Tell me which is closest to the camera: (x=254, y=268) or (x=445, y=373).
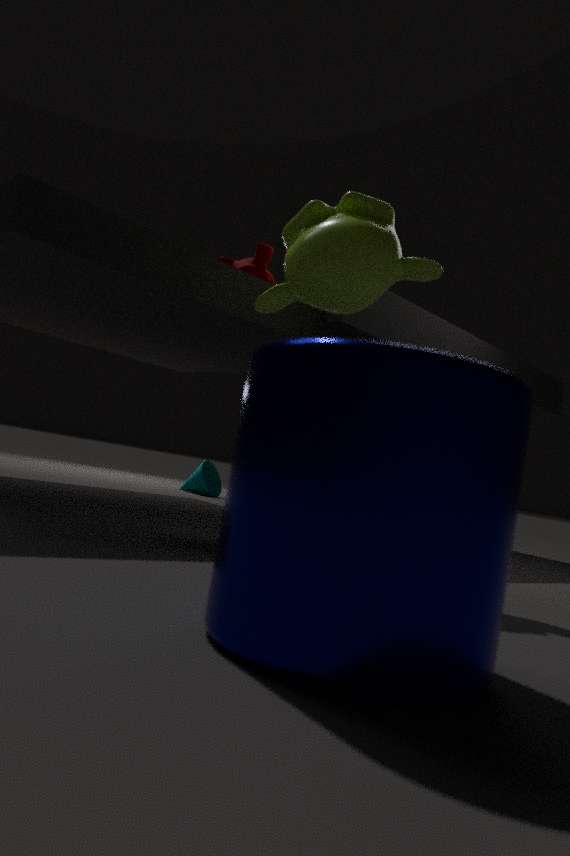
(x=445, y=373)
